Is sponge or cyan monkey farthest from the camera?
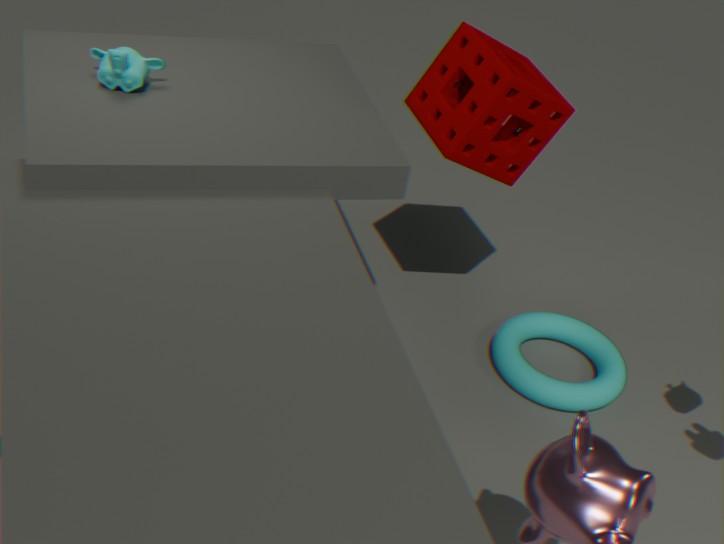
sponge
